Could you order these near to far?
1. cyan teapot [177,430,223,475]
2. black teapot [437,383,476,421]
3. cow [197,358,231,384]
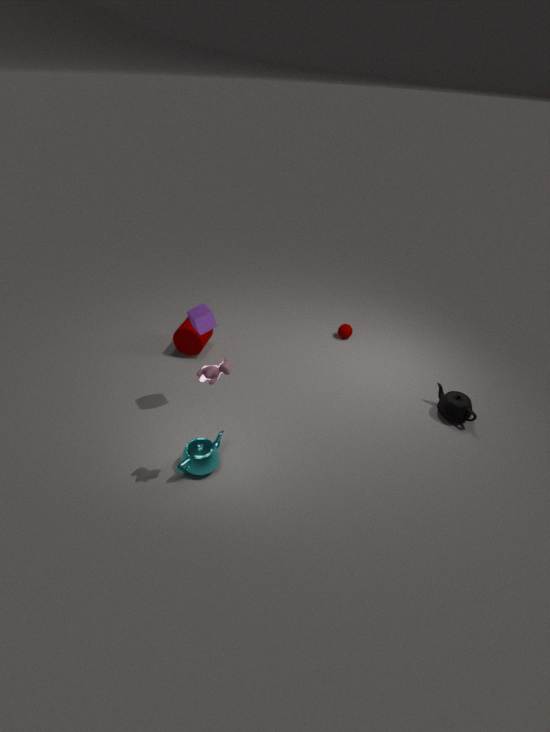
cow [197,358,231,384] < cyan teapot [177,430,223,475] < black teapot [437,383,476,421]
